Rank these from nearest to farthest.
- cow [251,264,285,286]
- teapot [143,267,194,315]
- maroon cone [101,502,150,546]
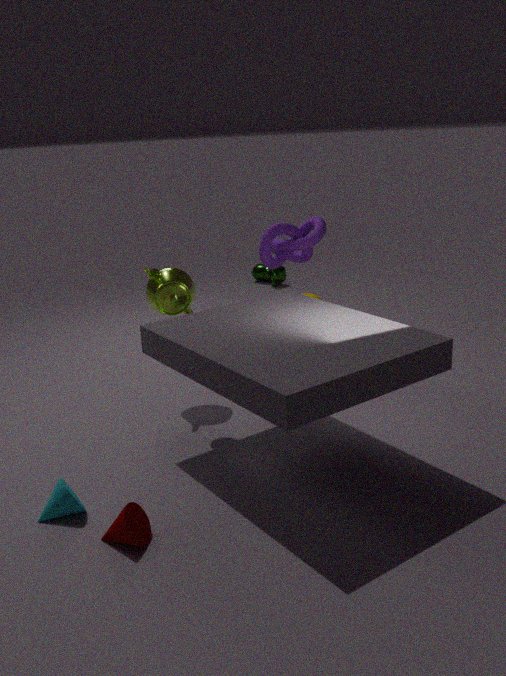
1. maroon cone [101,502,150,546]
2. teapot [143,267,194,315]
3. cow [251,264,285,286]
